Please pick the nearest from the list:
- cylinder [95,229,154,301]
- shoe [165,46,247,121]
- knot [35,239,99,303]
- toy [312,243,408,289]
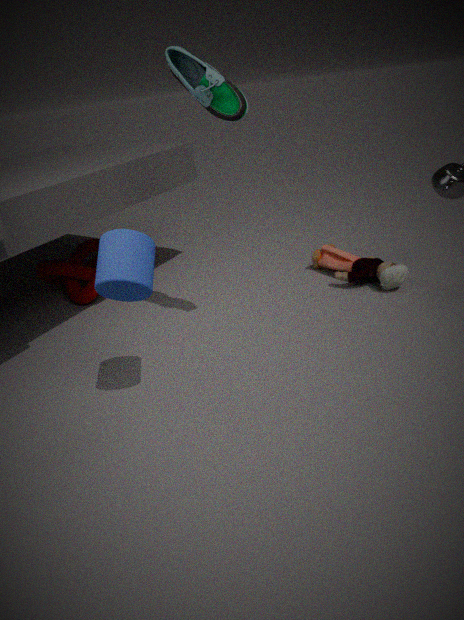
cylinder [95,229,154,301]
